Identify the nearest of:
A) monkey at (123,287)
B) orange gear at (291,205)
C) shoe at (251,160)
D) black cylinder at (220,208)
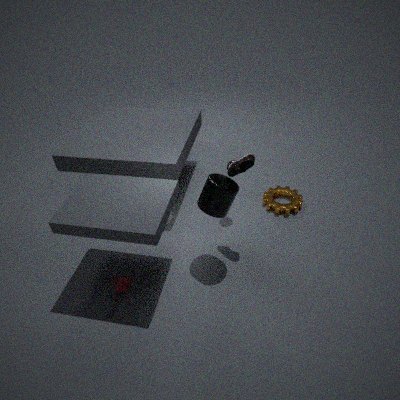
black cylinder at (220,208)
